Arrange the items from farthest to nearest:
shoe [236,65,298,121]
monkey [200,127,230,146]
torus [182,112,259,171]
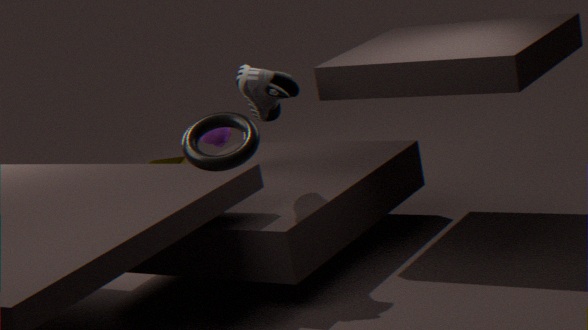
monkey [200,127,230,146] → shoe [236,65,298,121] → torus [182,112,259,171]
